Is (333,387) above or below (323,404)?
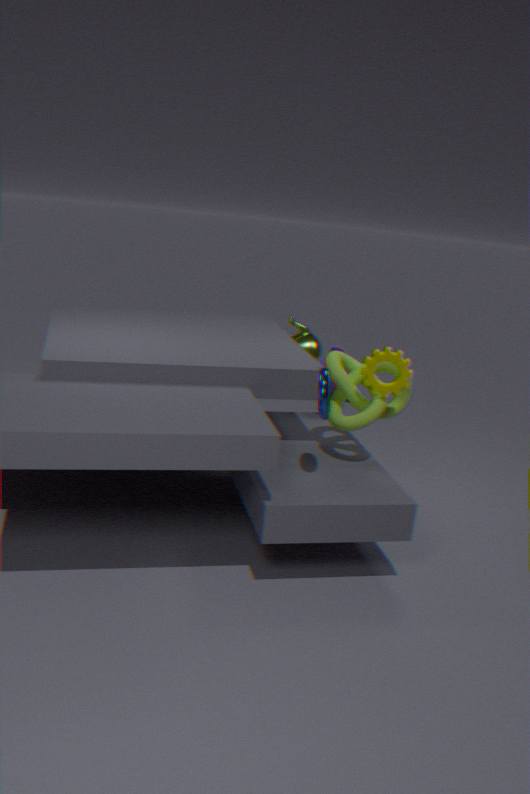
below
